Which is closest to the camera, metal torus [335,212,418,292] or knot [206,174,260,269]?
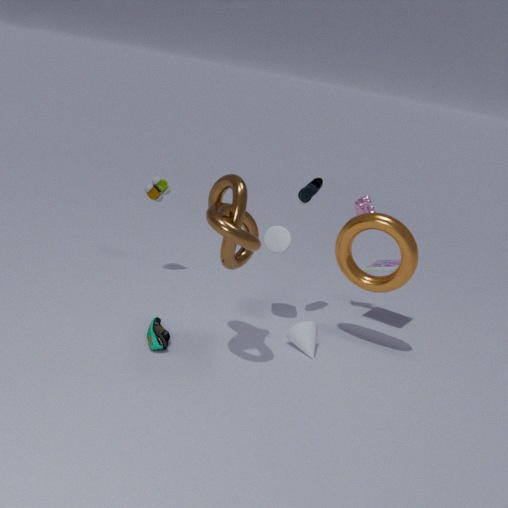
knot [206,174,260,269]
